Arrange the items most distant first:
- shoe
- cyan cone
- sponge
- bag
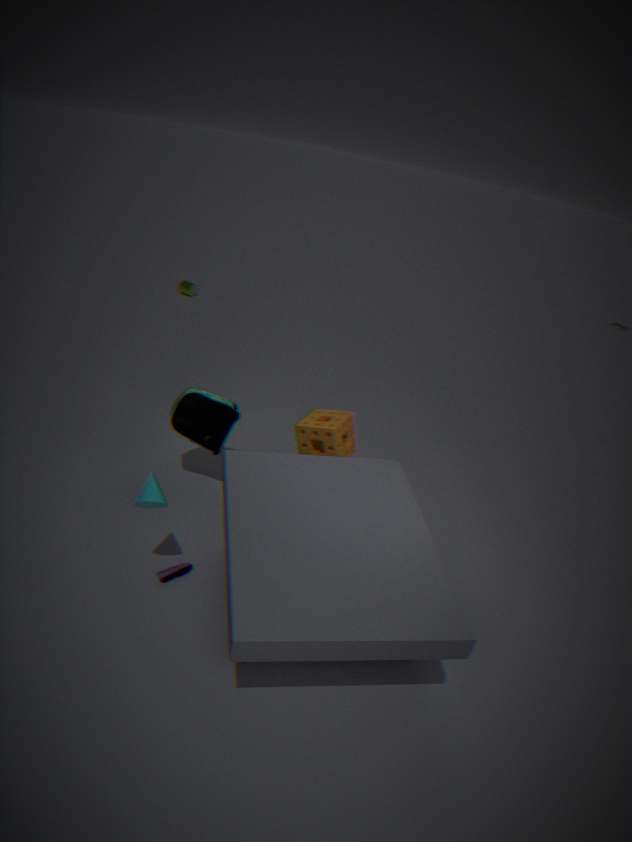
1. sponge
2. bag
3. shoe
4. cyan cone
